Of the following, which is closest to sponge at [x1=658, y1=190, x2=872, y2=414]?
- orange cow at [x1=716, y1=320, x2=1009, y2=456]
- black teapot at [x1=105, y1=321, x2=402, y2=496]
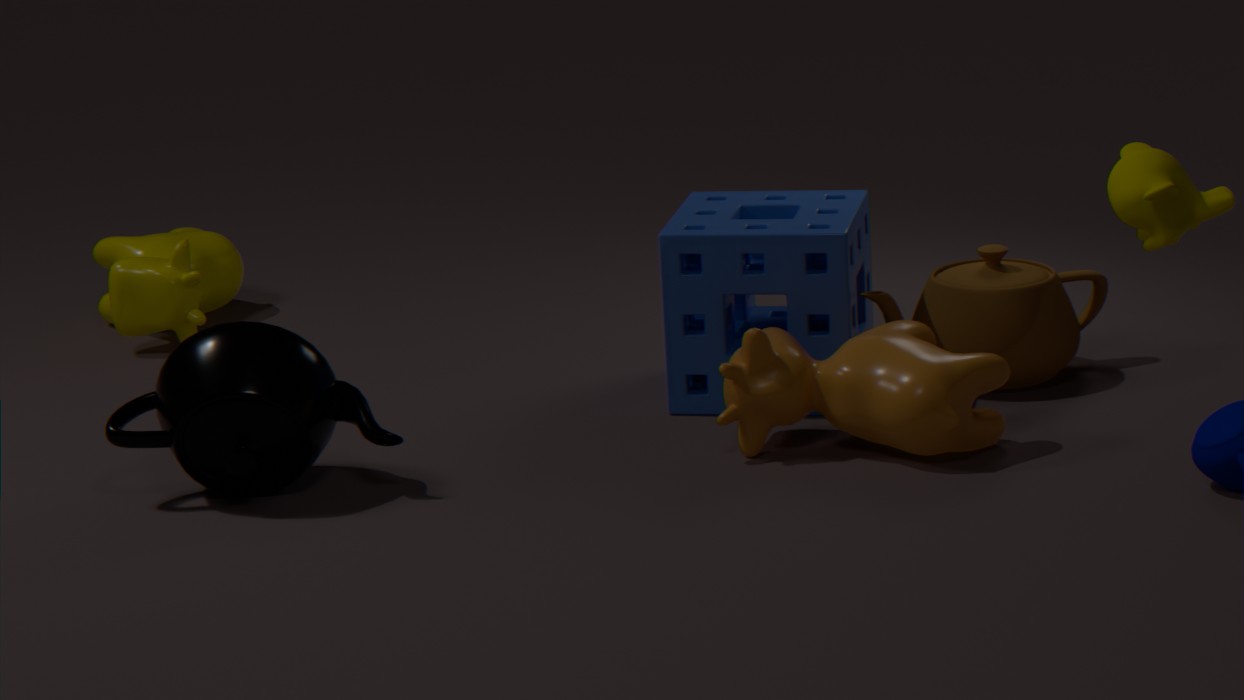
orange cow at [x1=716, y1=320, x2=1009, y2=456]
